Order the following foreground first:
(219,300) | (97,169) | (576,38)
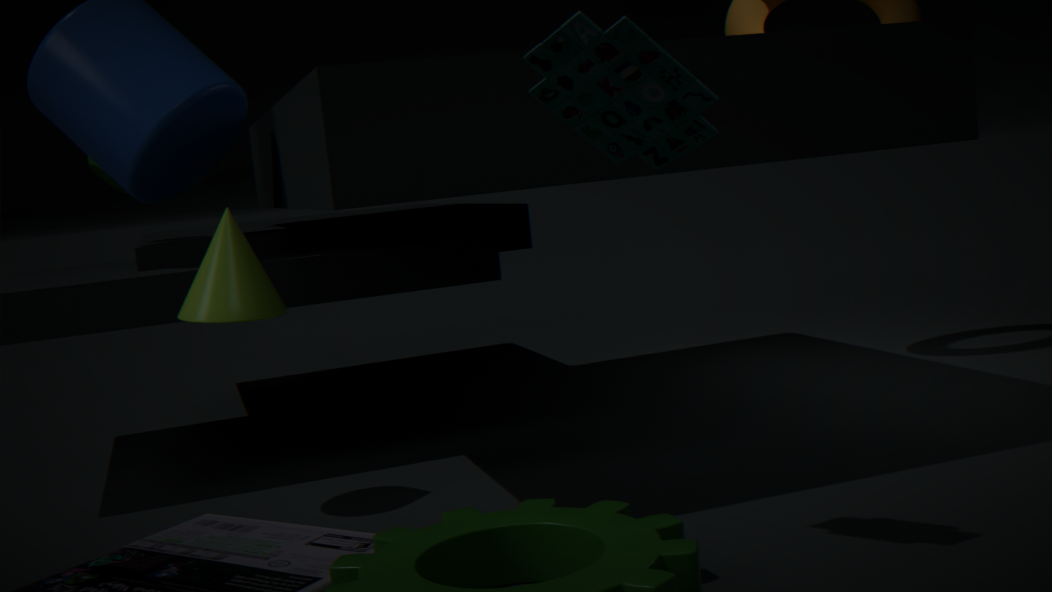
(576,38) < (219,300) < (97,169)
